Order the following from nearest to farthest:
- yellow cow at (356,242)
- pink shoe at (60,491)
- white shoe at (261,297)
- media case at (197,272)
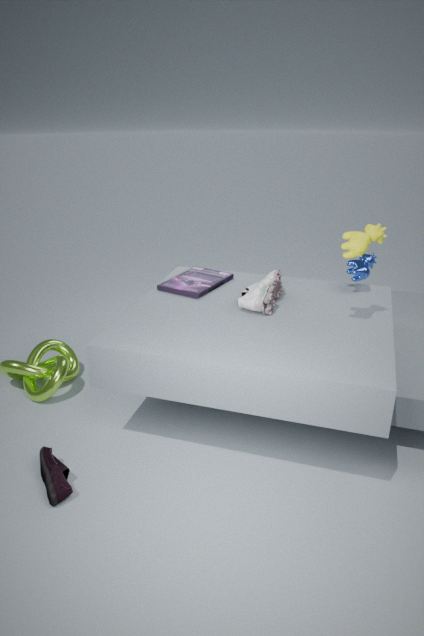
pink shoe at (60,491) < yellow cow at (356,242) < white shoe at (261,297) < media case at (197,272)
